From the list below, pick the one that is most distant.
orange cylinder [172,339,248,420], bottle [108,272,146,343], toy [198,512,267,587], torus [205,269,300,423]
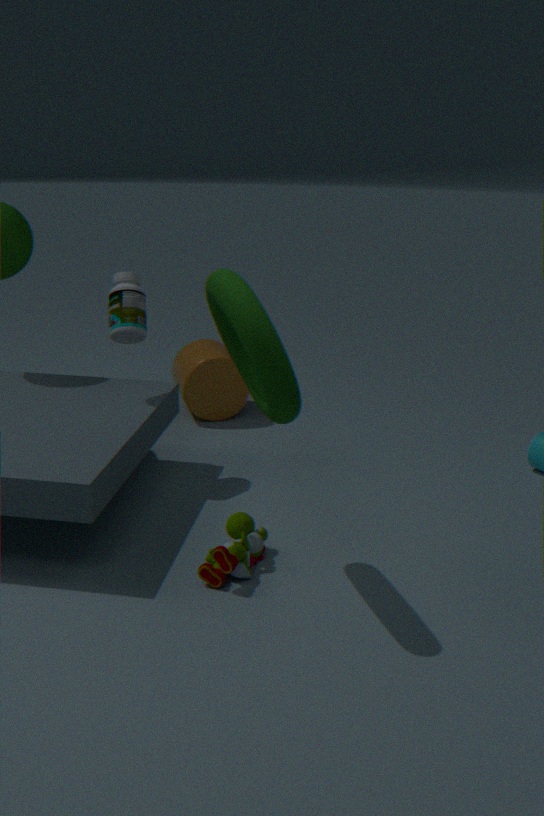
orange cylinder [172,339,248,420]
